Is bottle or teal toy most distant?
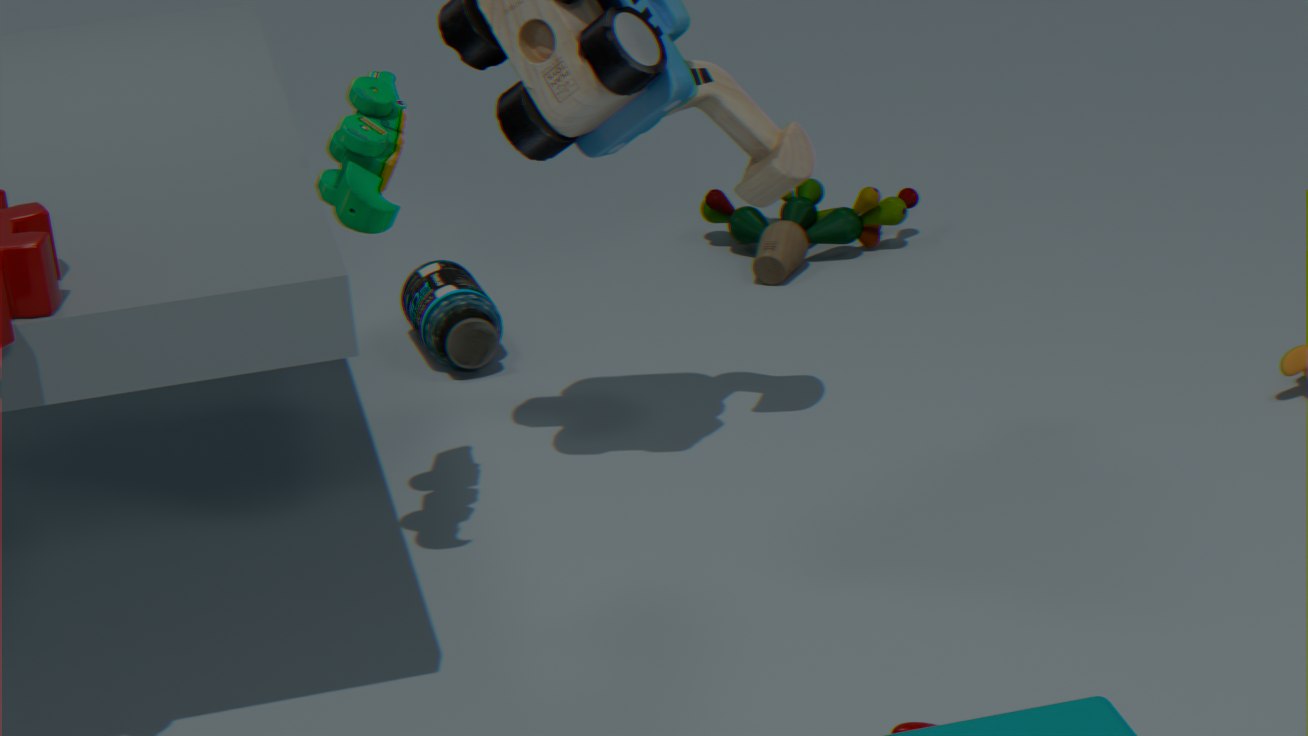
bottle
